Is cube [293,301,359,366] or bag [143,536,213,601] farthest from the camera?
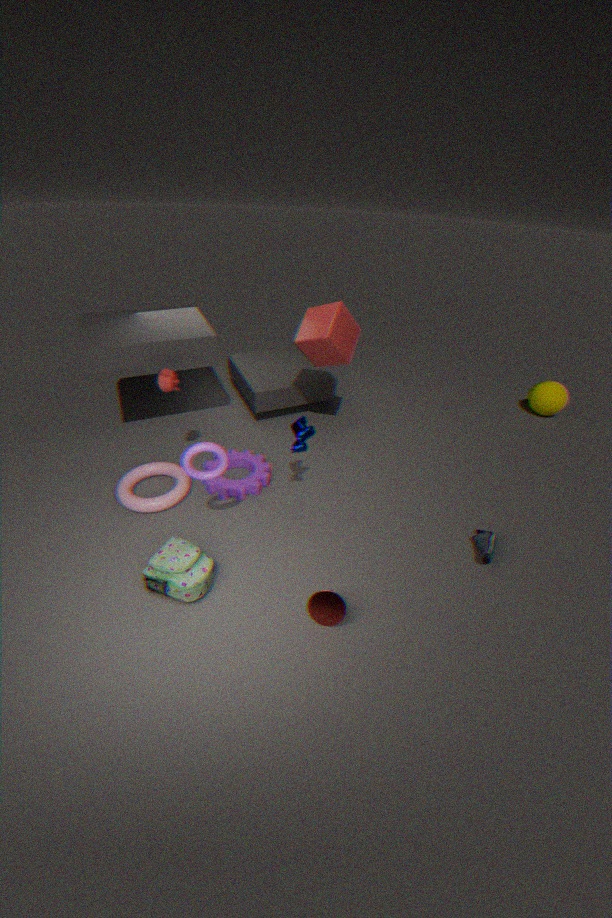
cube [293,301,359,366]
